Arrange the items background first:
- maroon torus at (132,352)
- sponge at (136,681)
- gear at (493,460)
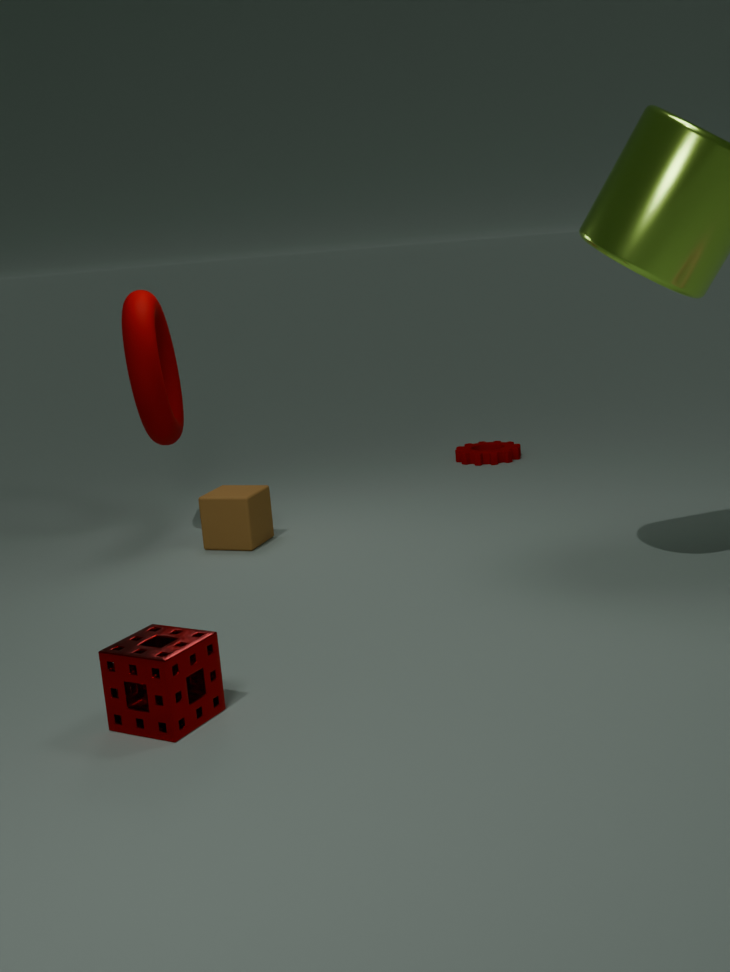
gear at (493,460) < maroon torus at (132,352) < sponge at (136,681)
